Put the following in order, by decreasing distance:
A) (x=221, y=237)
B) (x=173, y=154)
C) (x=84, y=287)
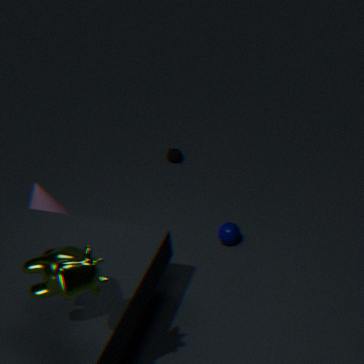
(x=173, y=154) < (x=221, y=237) < (x=84, y=287)
